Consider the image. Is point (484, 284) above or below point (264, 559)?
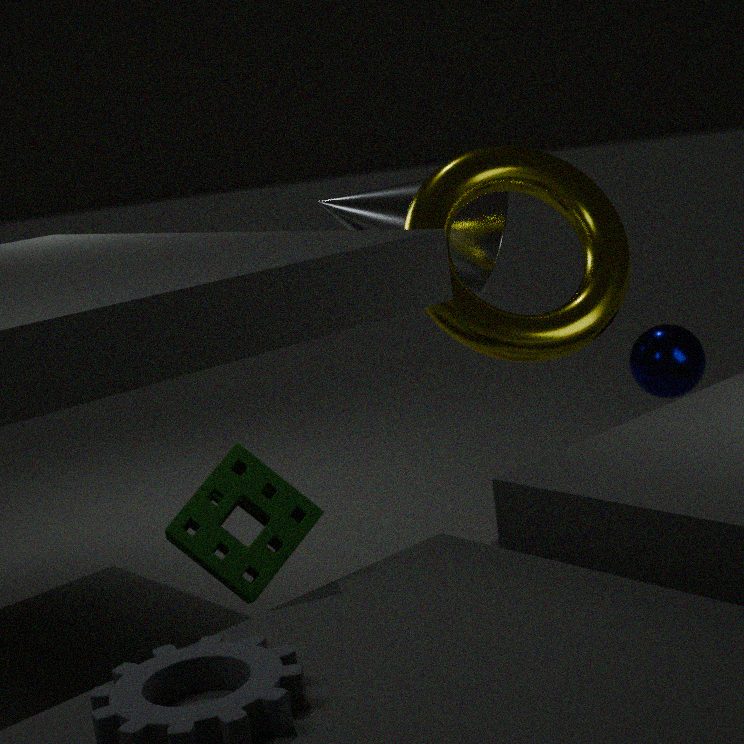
above
